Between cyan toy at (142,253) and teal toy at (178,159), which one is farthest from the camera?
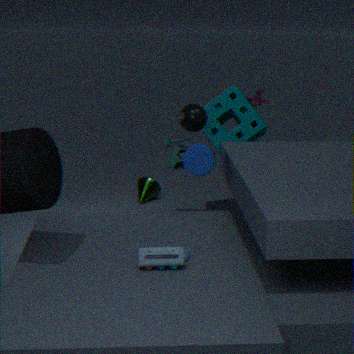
teal toy at (178,159)
